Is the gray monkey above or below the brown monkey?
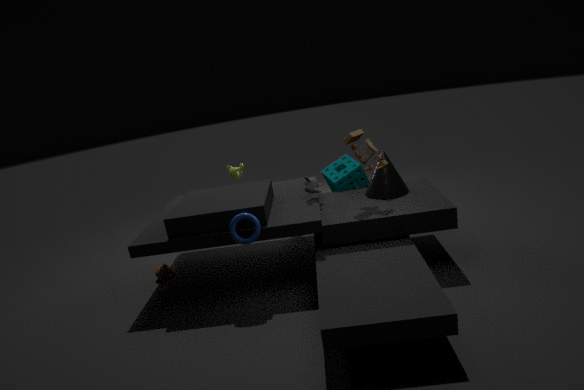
above
